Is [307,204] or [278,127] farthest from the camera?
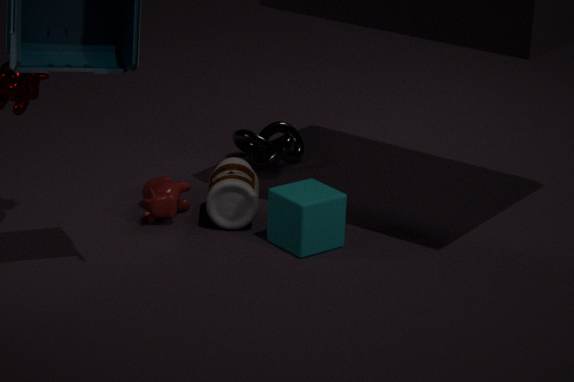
[278,127]
